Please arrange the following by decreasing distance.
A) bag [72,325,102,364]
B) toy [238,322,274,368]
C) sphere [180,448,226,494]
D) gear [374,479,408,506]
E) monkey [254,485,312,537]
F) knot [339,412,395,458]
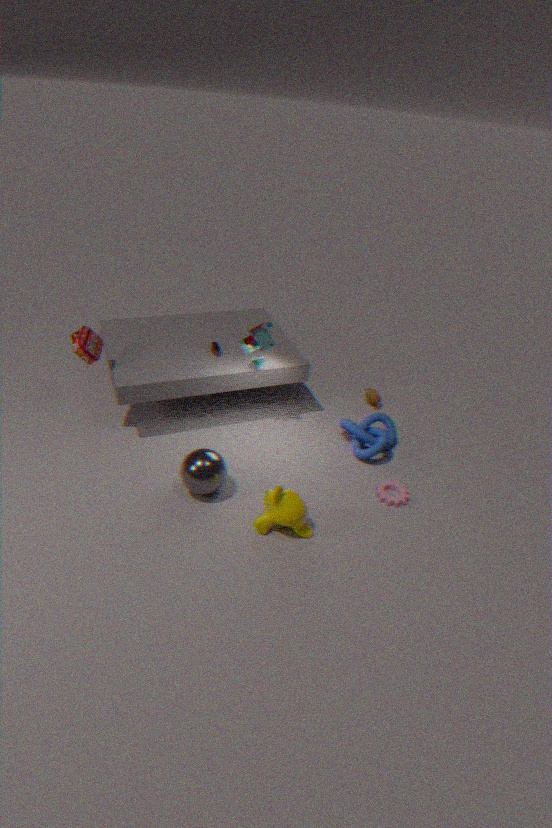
knot [339,412,395,458], toy [238,322,274,368], gear [374,479,408,506], bag [72,325,102,364], sphere [180,448,226,494], monkey [254,485,312,537]
